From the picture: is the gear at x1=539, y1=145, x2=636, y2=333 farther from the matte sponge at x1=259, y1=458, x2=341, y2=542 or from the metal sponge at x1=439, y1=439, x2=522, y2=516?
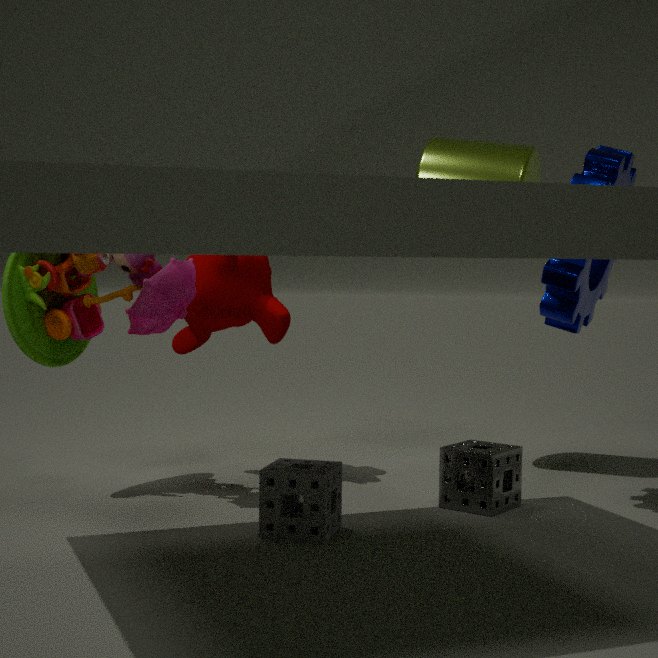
the matte sponge at x1=259, y1=458, x2=341, y2=542
